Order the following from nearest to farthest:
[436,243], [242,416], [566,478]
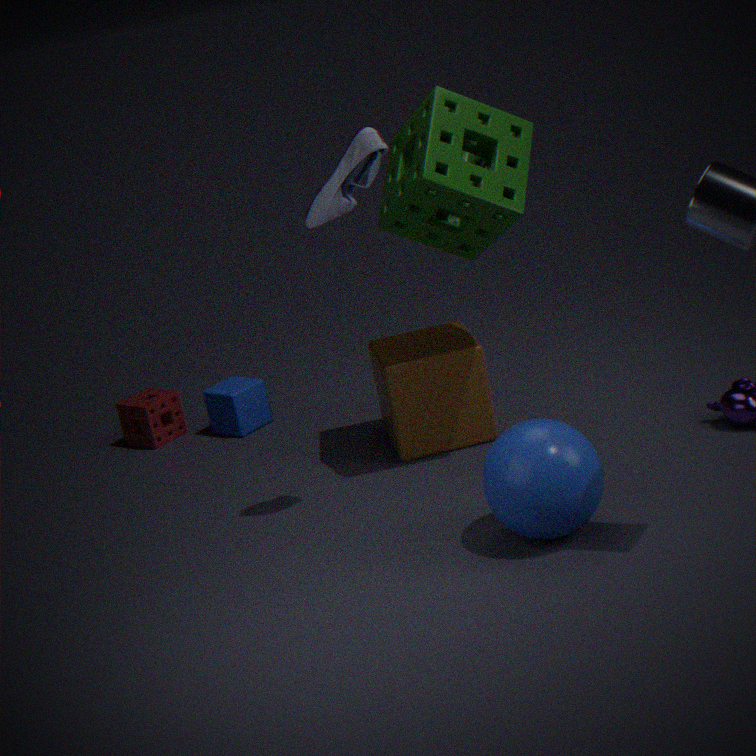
[566,478]
[436,243]
[242,416]
